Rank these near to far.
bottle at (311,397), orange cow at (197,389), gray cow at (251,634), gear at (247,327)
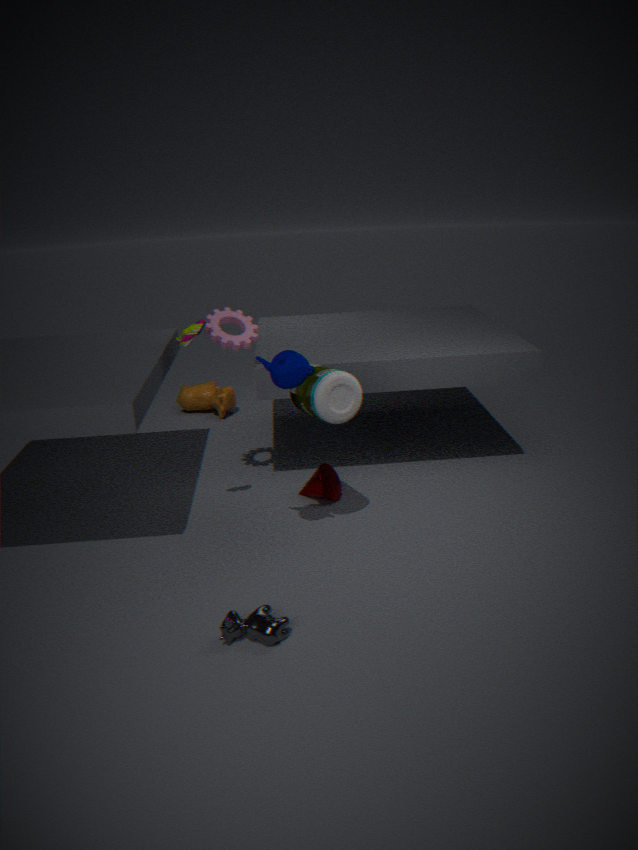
gray cow at (251,634)
bottle at (311,397)
gear at (247,327)
orange cow at (197,389)
